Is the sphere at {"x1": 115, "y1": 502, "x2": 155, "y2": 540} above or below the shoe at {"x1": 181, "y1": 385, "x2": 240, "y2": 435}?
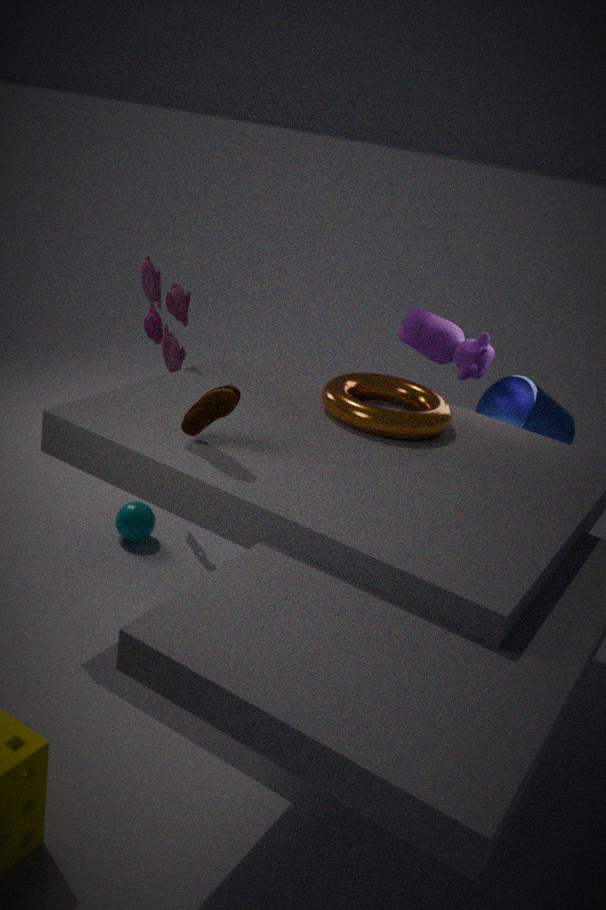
below
